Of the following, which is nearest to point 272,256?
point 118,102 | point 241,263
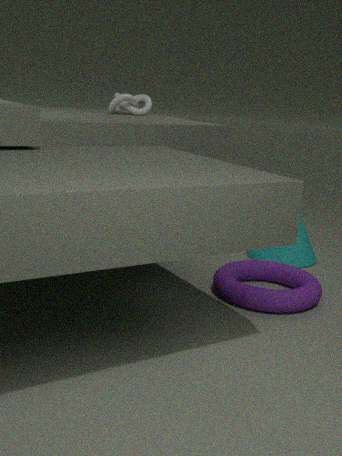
point 241,263
